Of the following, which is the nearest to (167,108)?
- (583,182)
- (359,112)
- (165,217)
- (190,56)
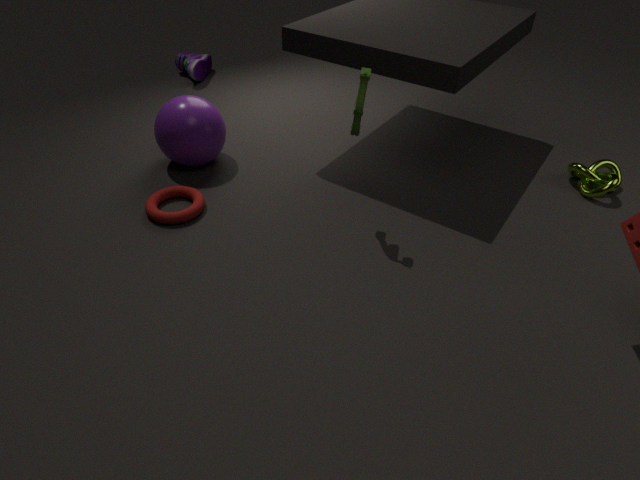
(165,217)
